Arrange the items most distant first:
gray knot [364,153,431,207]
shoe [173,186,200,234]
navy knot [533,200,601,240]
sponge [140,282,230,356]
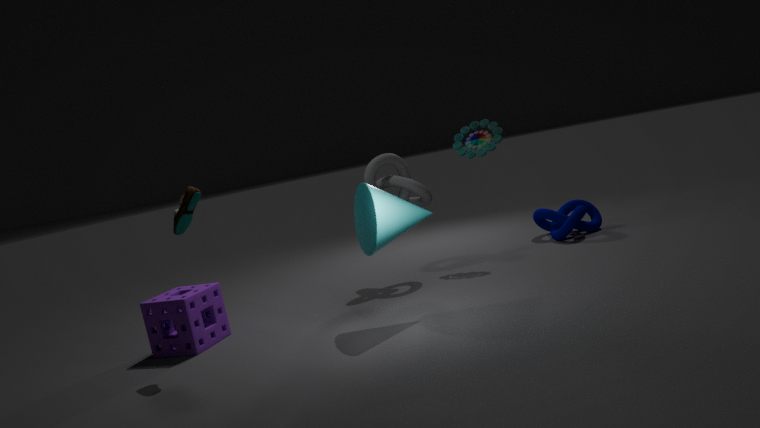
navy knot [533,200,601,240] → gray knot [364,153,431,207] → sponge [140,282,230,356] → shoe [173,186,200,234]
